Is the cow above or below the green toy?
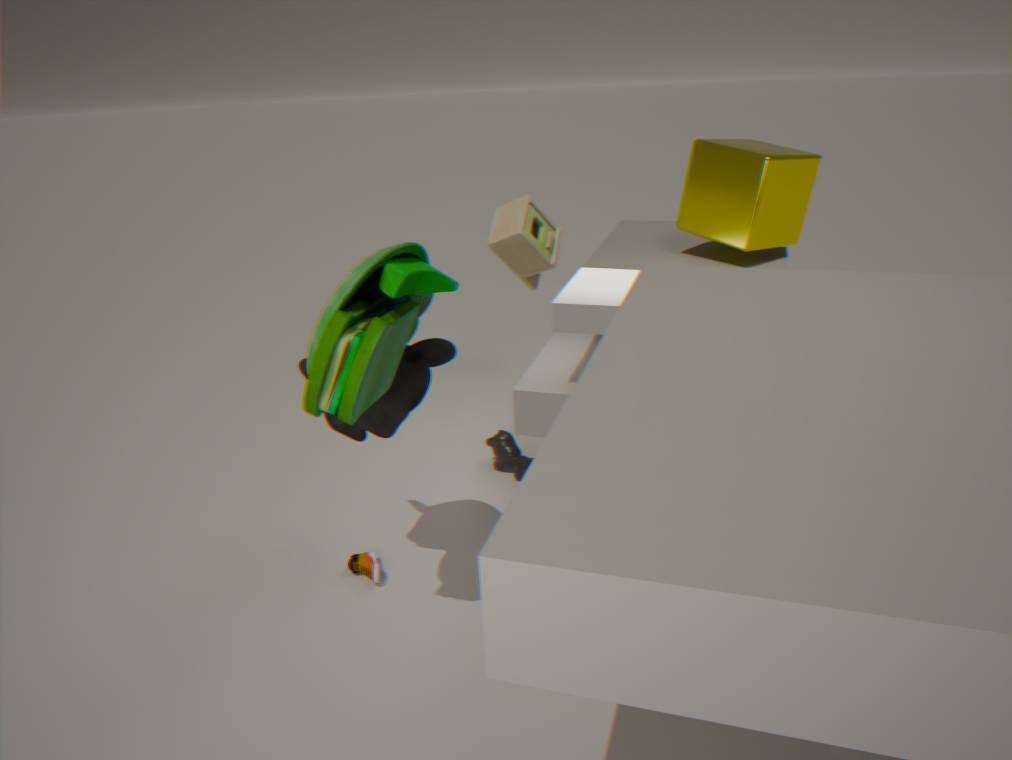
below
